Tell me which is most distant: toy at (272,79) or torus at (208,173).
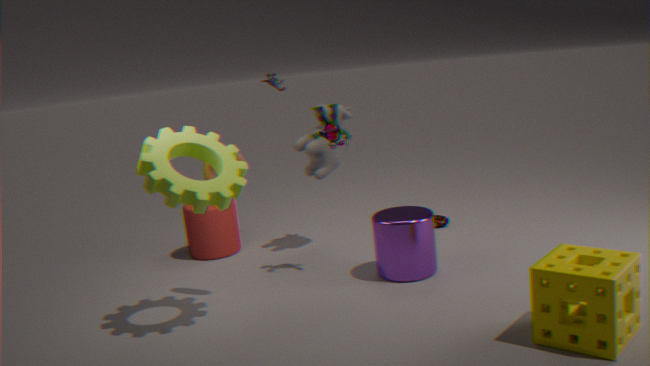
toy at (272,79)
